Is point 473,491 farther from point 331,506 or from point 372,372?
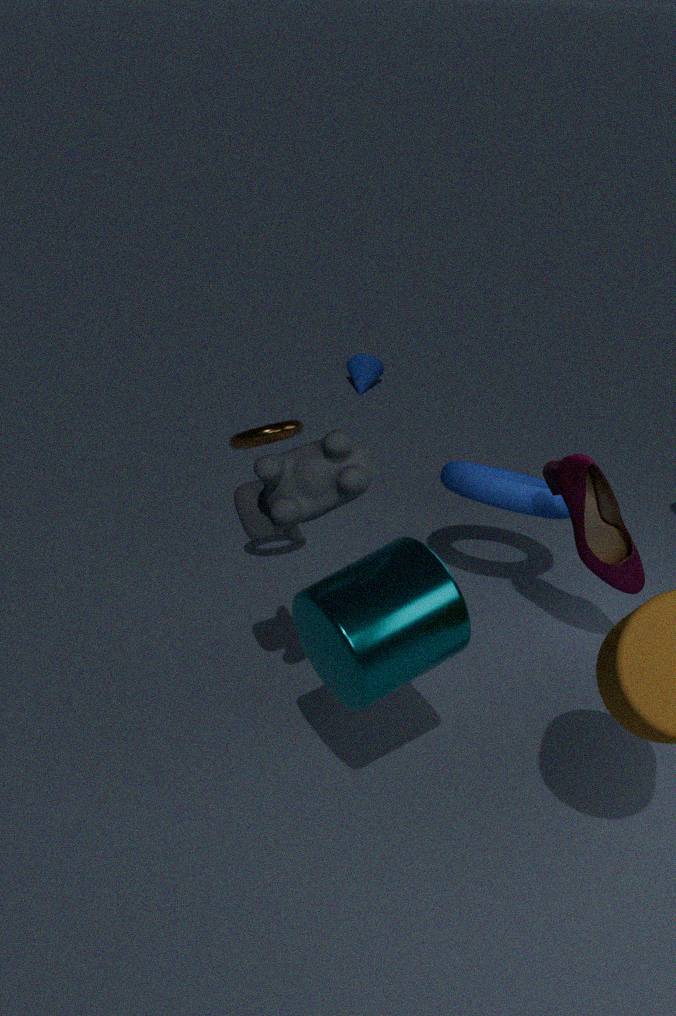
point 372,372
